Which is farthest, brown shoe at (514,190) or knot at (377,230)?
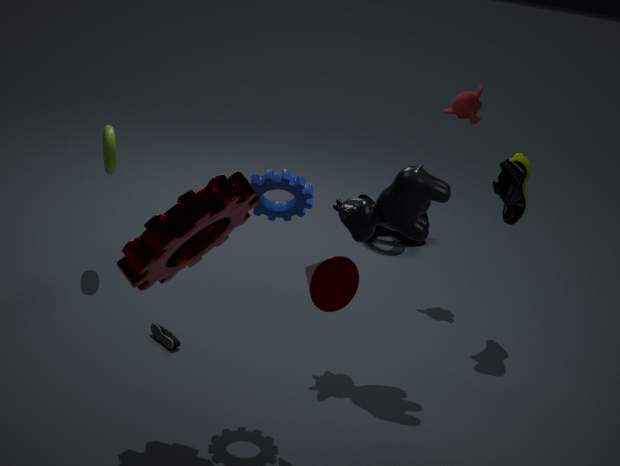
knot at (377,230)
